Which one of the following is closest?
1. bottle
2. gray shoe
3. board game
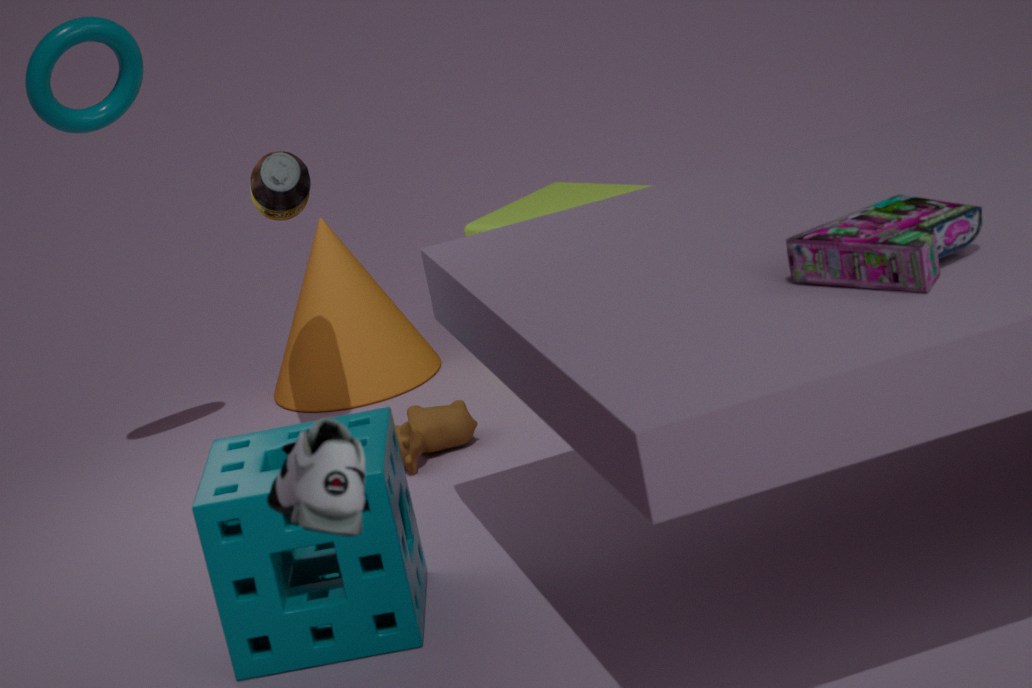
gray shoe
